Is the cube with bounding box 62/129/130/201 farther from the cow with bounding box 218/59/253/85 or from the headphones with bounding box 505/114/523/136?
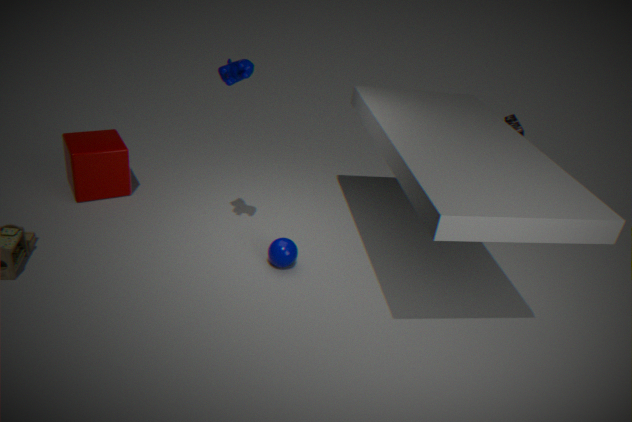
the headphones with bounding box 505/114/523/136
